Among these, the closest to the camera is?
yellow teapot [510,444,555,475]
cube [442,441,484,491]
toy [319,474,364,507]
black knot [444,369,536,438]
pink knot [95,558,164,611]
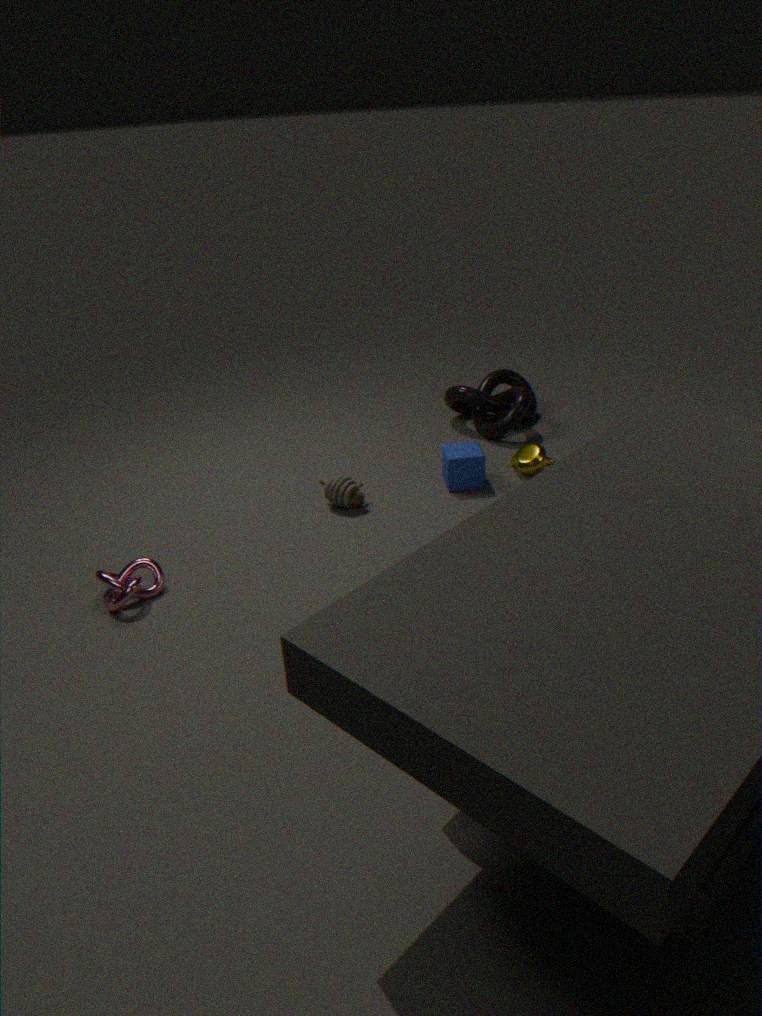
pink knot [95,558,164,611]
